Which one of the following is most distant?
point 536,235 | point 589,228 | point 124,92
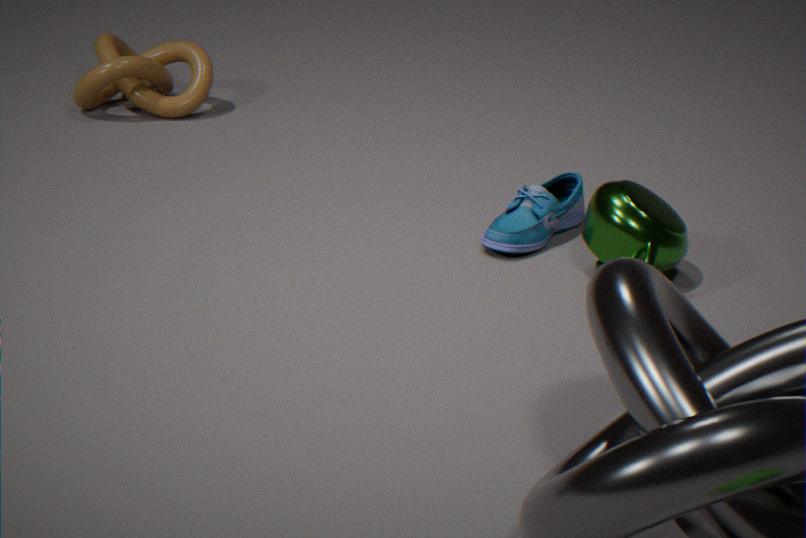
point 124,92
